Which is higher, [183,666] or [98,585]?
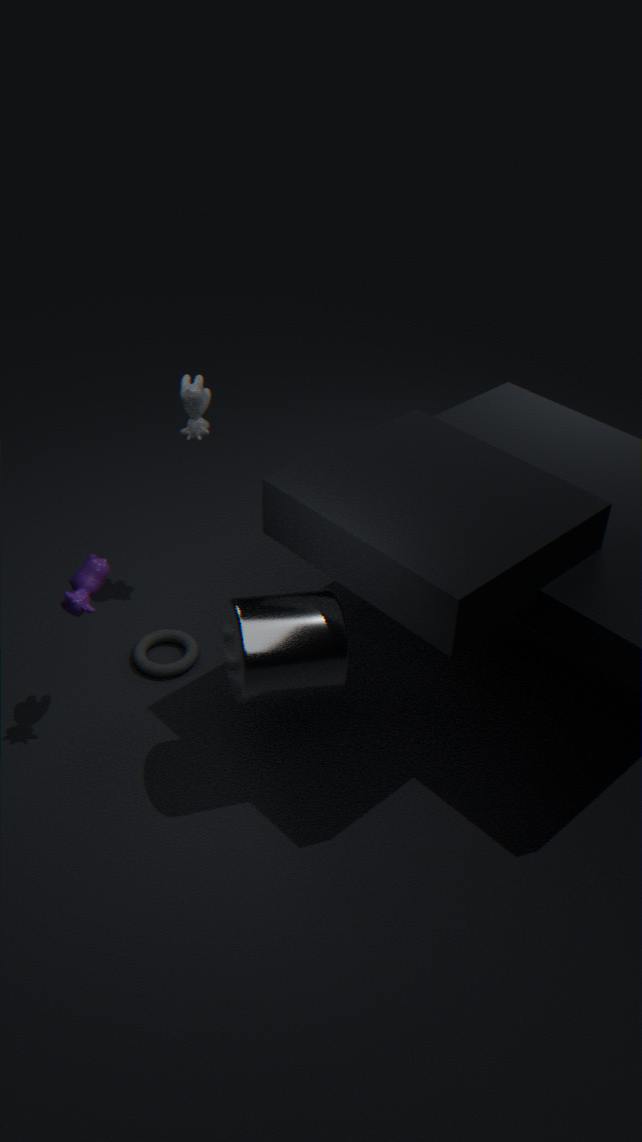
[98,585]
